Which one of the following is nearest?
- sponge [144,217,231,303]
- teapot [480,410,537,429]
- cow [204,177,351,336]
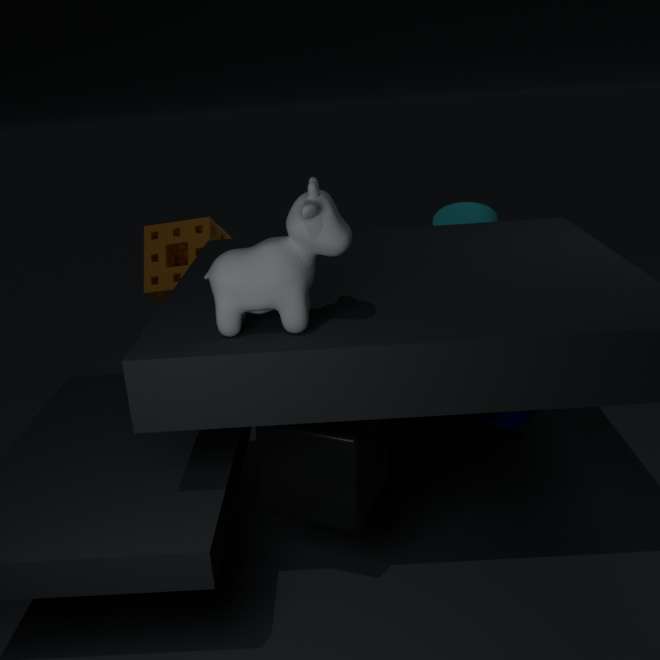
cow [204,177,351,336]
